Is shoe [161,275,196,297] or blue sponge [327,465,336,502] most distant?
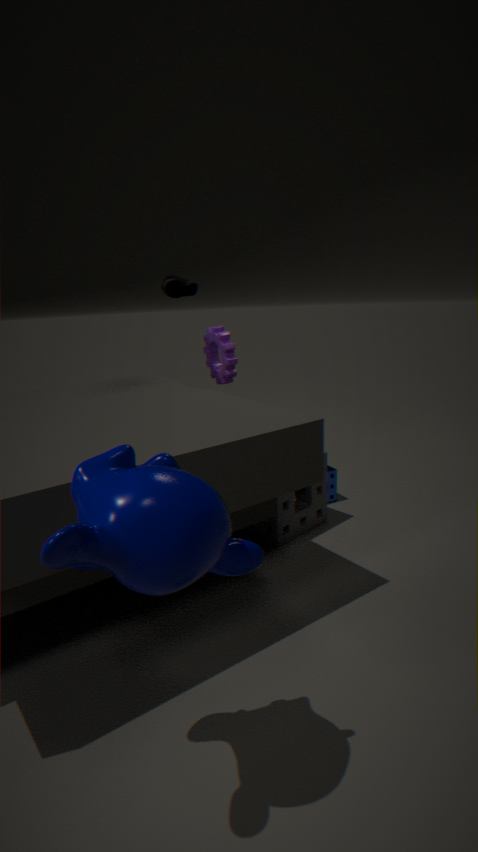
blue sponge [327,465,336,502]
